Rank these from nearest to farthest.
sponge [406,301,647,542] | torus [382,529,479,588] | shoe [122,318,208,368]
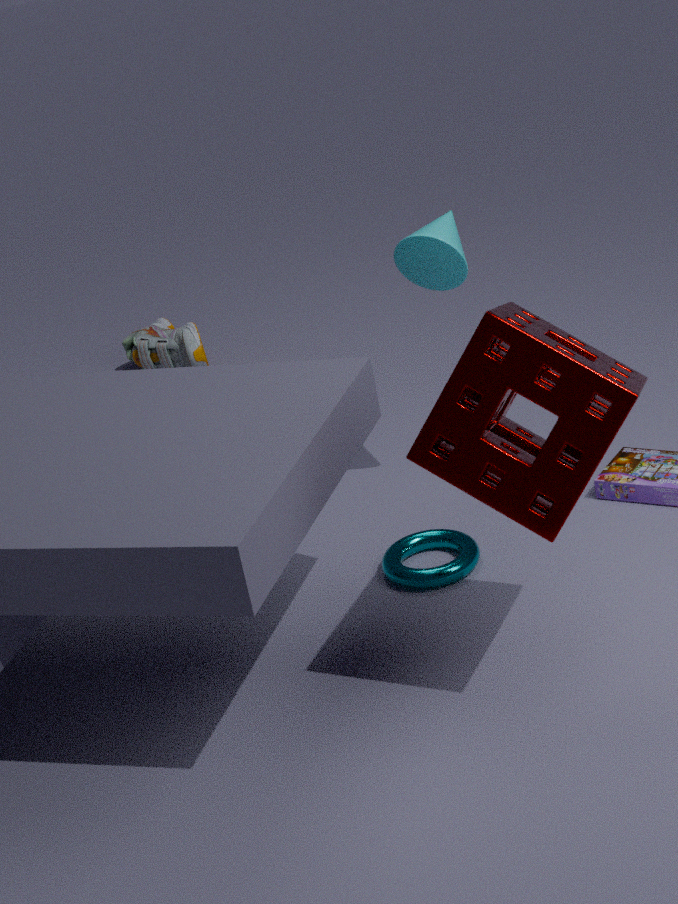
sponge [406,301,647,542] < torus [382,529,479,588] < shoe [122,318,208,368]
